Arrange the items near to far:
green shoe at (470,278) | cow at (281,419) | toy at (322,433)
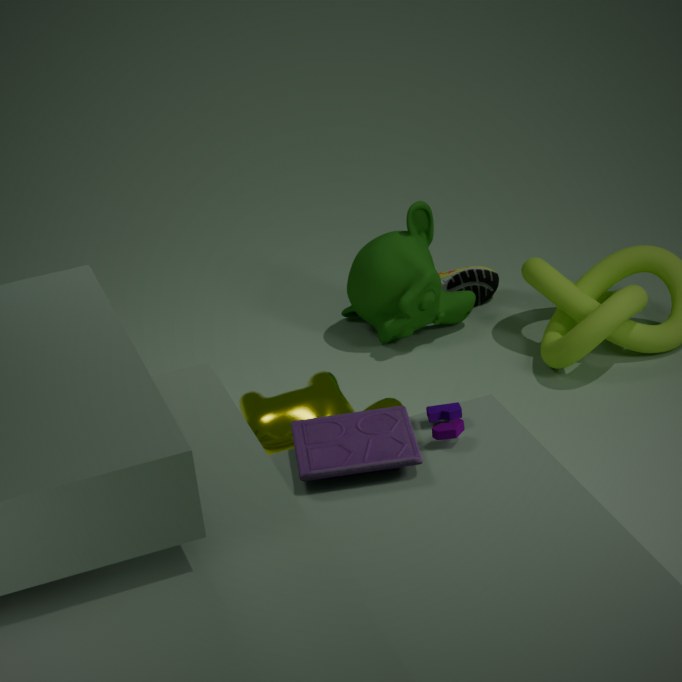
toy at (322,433), cow at (281,419), green shoe at (470,278)
